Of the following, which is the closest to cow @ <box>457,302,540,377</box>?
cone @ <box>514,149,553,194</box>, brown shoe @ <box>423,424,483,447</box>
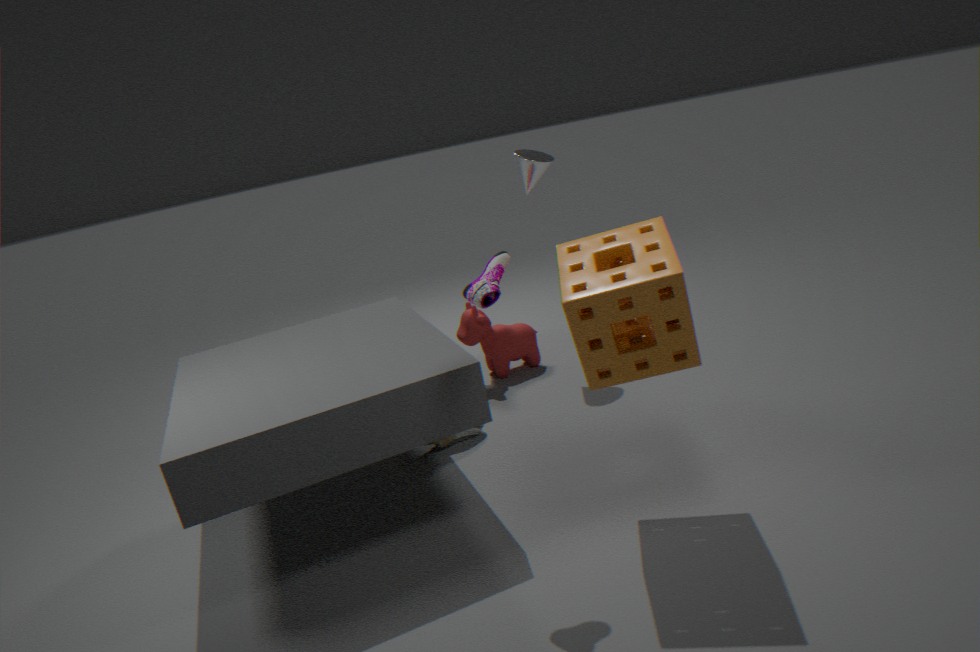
brown shoe @ <box>423,424,483,447</box>
